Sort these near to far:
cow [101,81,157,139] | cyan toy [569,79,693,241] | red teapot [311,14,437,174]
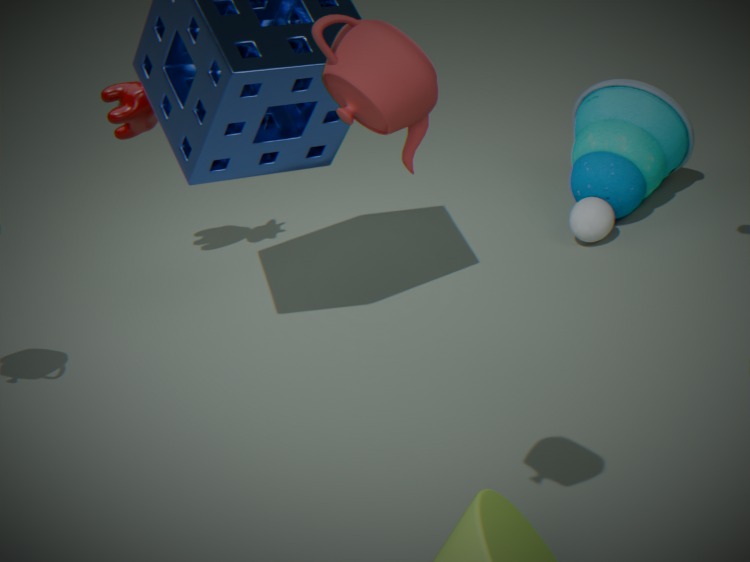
red teapot [311,14,437,174], cow [101,81,157,139], cyan toy [569,79,693,241]
